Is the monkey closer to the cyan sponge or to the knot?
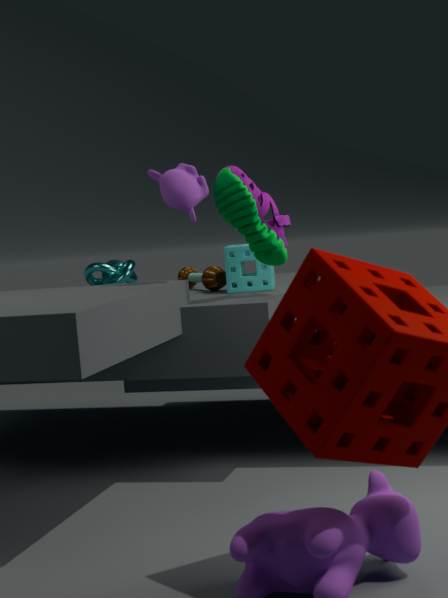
the cyan sponge
